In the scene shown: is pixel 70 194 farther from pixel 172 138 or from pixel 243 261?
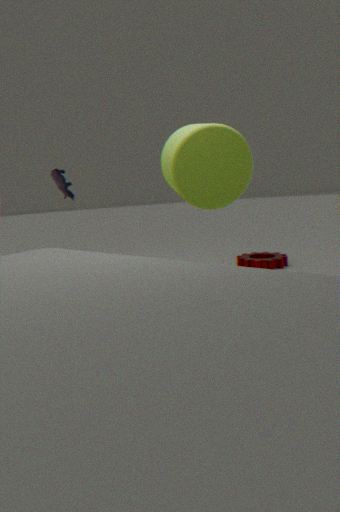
pixel 243 261
